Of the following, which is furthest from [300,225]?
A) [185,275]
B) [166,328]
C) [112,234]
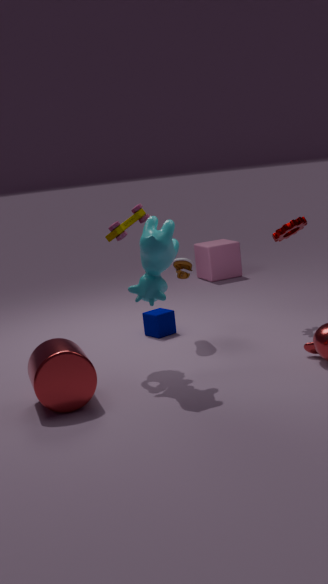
[112,234]
